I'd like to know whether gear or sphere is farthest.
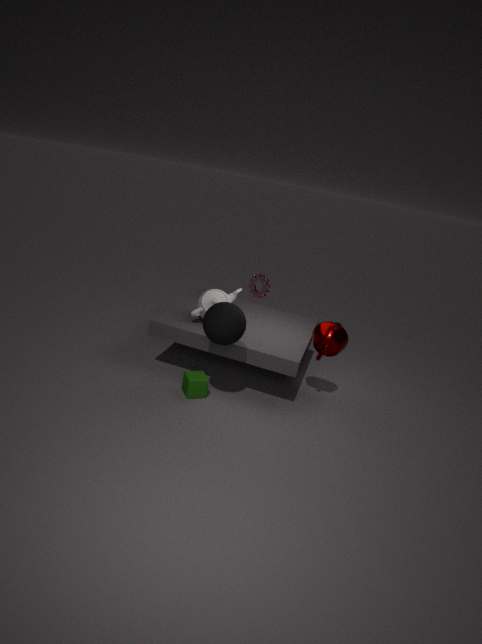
gear
